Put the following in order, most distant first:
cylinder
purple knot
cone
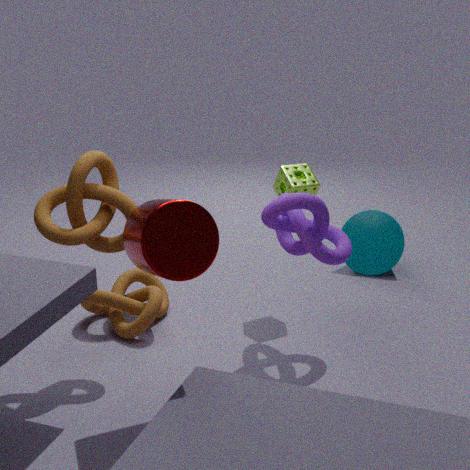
cone, purple knot, cylinder
